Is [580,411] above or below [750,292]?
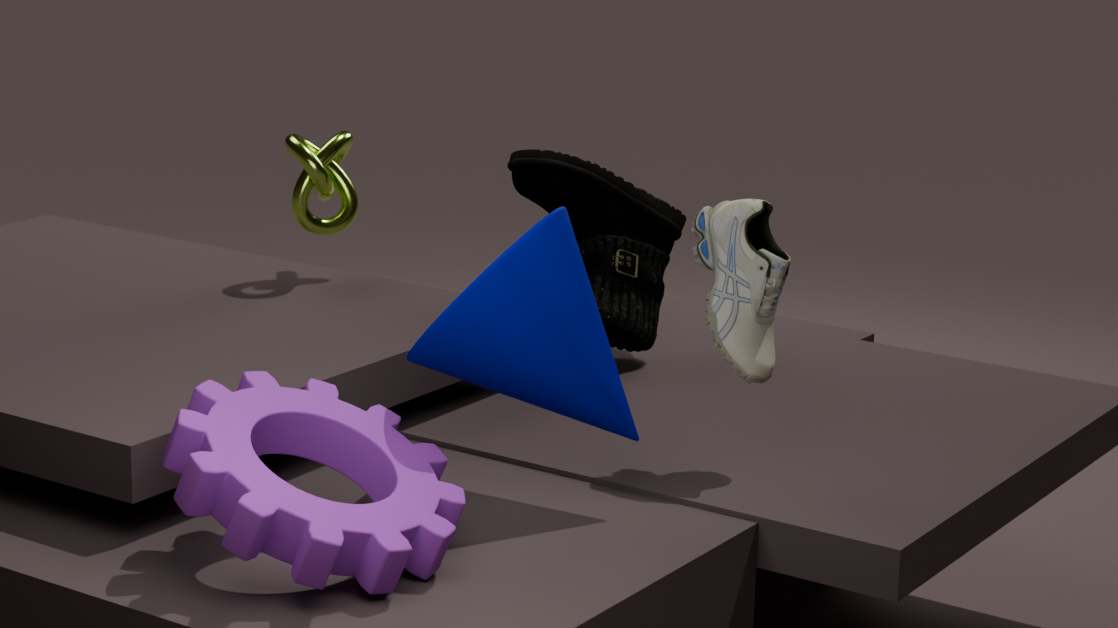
below
